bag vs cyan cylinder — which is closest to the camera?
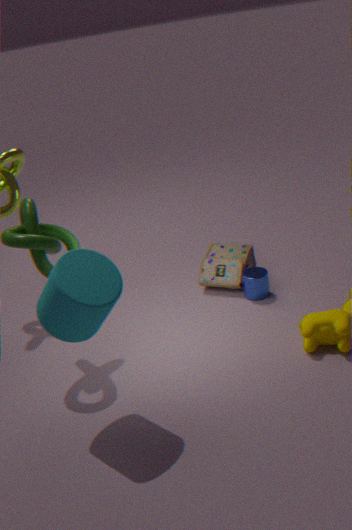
cyan cylinder
